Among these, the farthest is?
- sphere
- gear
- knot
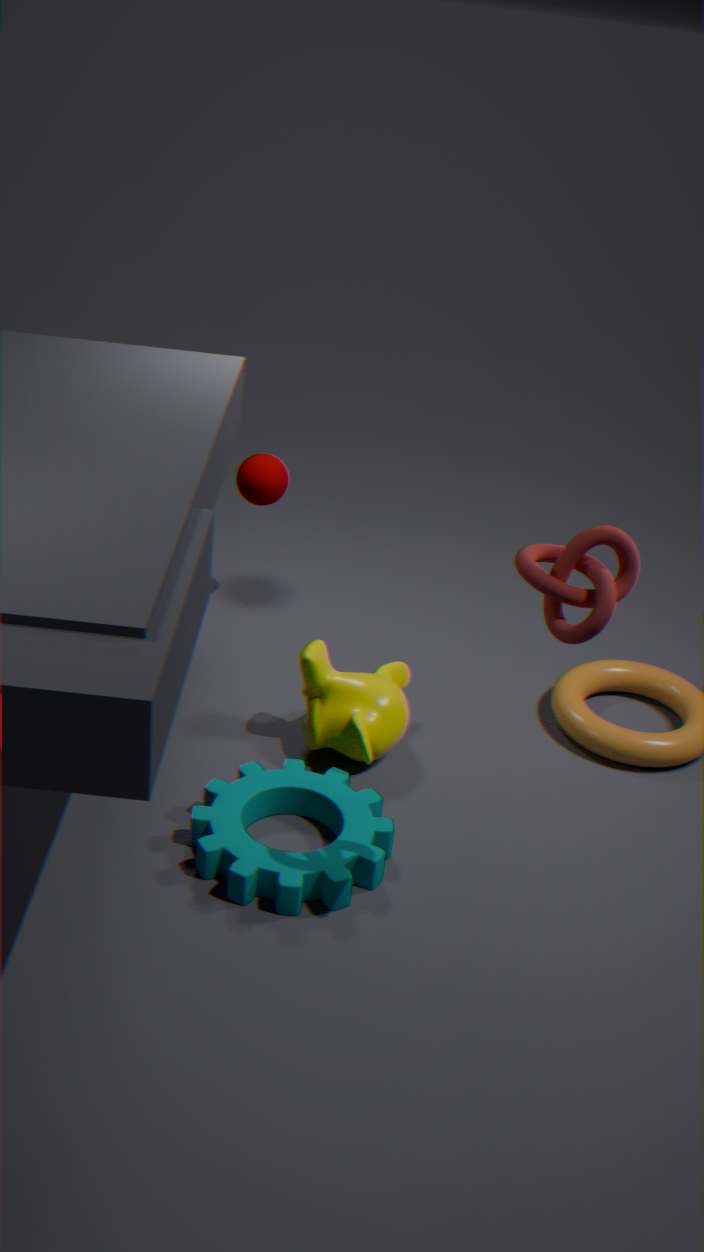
sphere
